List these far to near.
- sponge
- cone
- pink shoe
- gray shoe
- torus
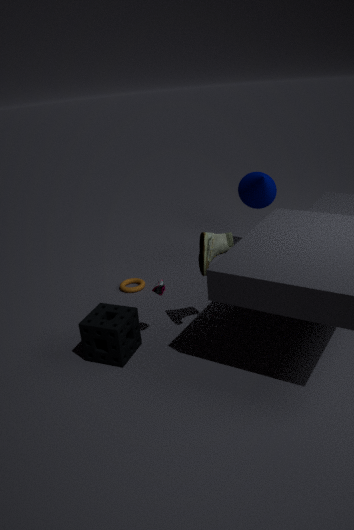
1. cone
2. torus
3. pink shoe
4. gray shoe
5. sponge
